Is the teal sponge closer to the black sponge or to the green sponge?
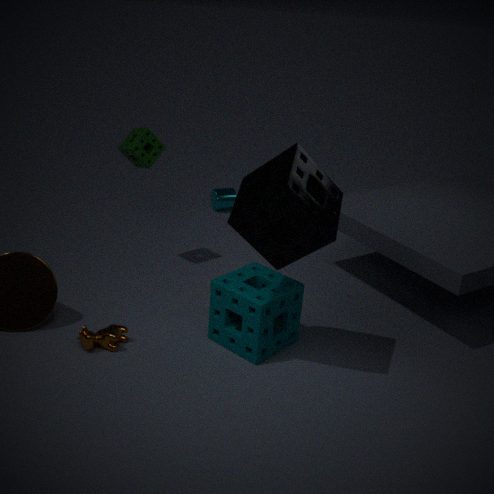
the black sponge
